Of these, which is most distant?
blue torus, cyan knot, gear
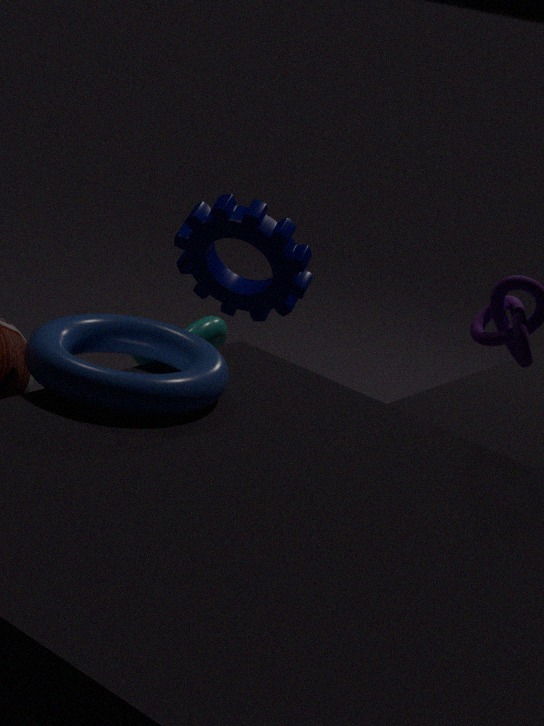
gear
